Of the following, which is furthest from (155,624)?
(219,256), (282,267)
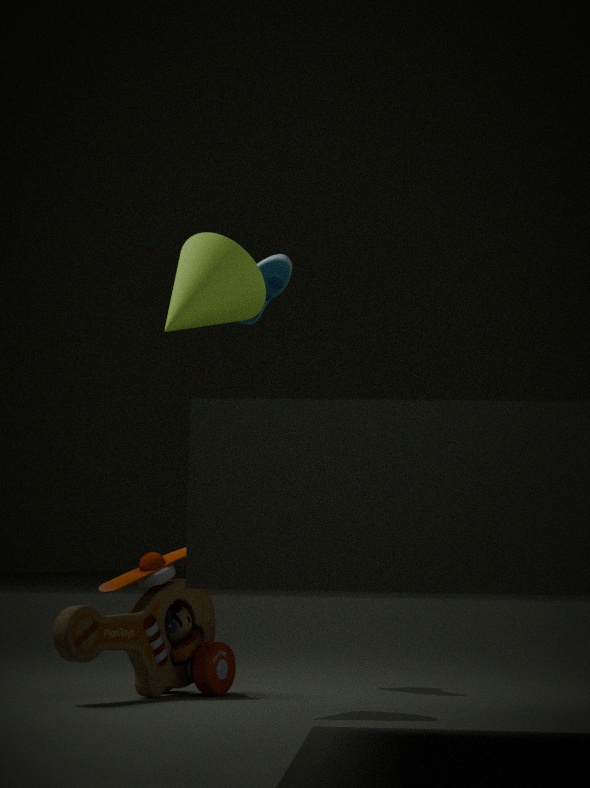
(282,267)
